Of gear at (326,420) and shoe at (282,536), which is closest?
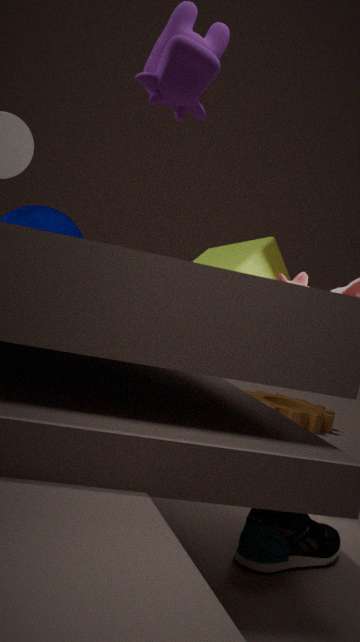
shoe at (282,536)
